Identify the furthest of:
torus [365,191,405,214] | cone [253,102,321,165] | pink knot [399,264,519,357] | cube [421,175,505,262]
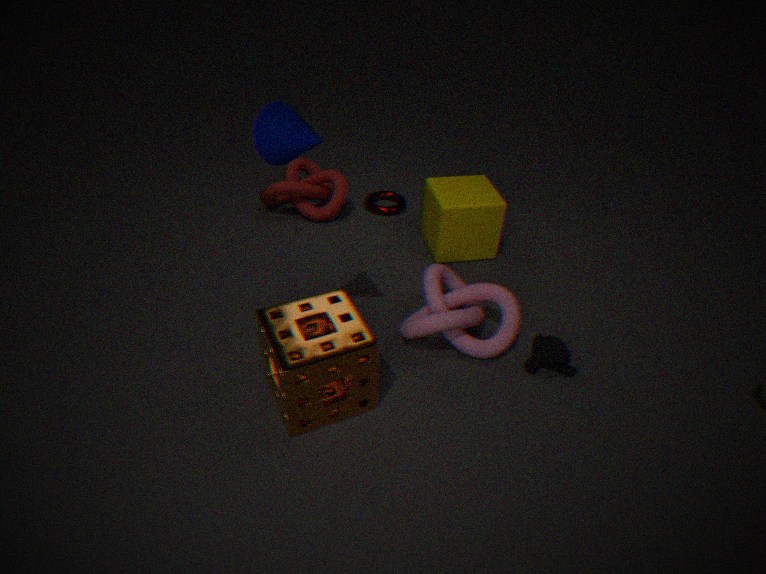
torus [365,191,405,214]
